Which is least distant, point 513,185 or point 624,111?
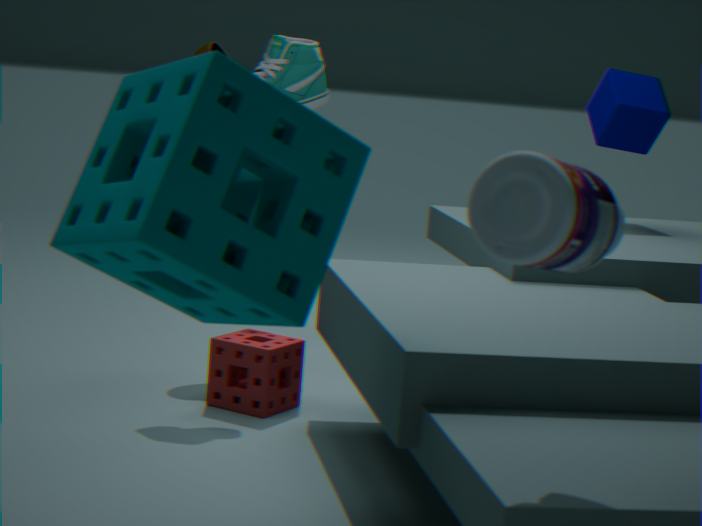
point 513,185
